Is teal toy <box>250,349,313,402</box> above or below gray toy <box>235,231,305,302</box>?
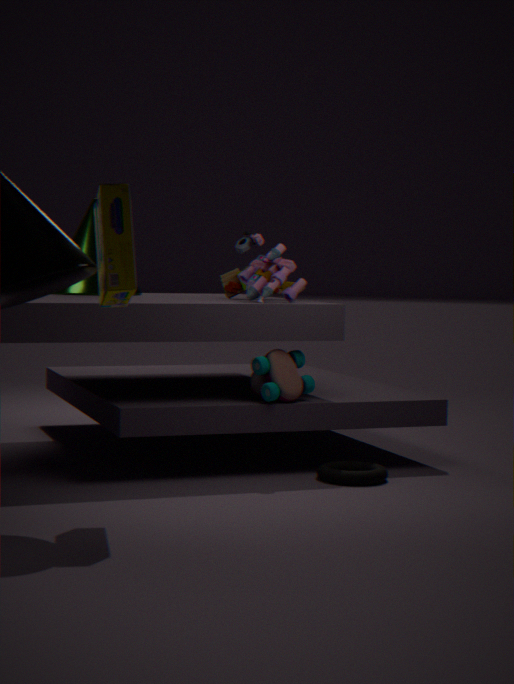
below
